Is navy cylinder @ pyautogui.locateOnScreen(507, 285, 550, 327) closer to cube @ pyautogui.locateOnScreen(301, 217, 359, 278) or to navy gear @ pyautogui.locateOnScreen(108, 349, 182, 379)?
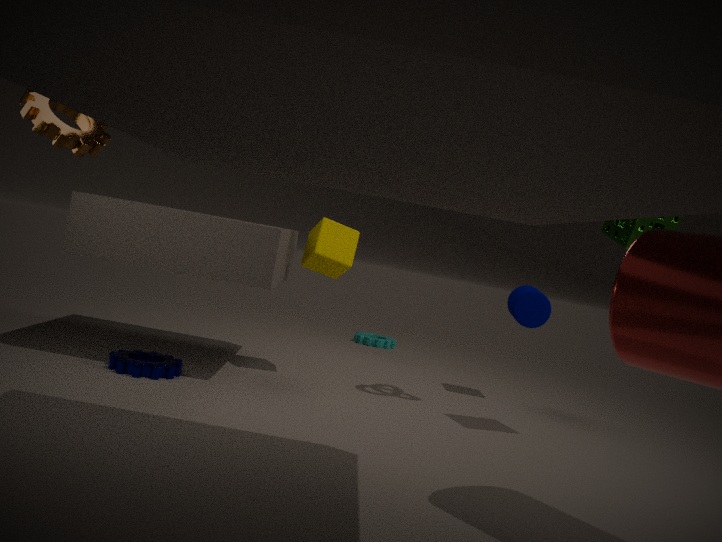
cube @ pyautogui.locateOnScreen(301, 217, 359, 278)
